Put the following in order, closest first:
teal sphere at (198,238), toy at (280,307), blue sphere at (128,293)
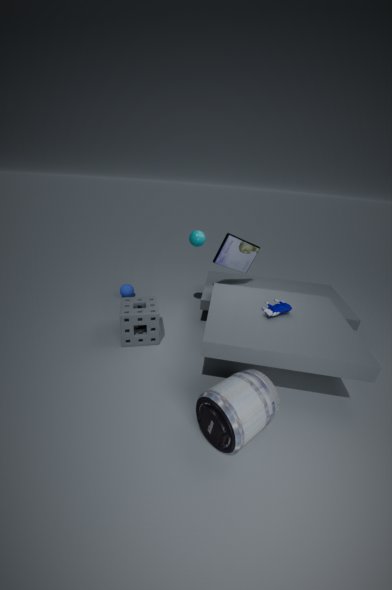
toy at (280,307) → teal sphere at (198,238) → blue sphere at (128,293)
